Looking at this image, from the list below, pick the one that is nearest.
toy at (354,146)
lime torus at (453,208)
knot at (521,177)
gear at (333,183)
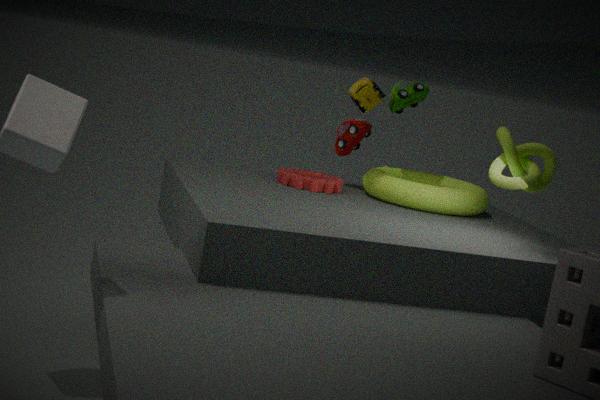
knot at (521,177)
